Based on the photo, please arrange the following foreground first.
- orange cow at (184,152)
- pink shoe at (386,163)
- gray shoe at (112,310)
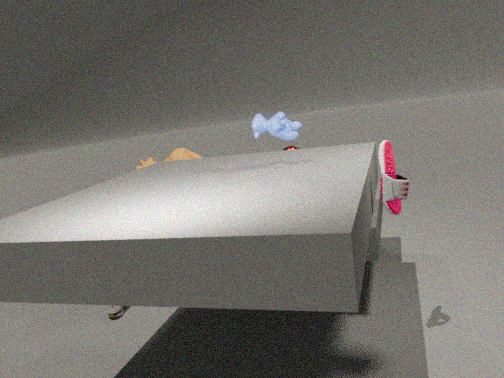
pink shoe at (386,163) < gray shoe at (112,310) < orange cow at (184,152)
